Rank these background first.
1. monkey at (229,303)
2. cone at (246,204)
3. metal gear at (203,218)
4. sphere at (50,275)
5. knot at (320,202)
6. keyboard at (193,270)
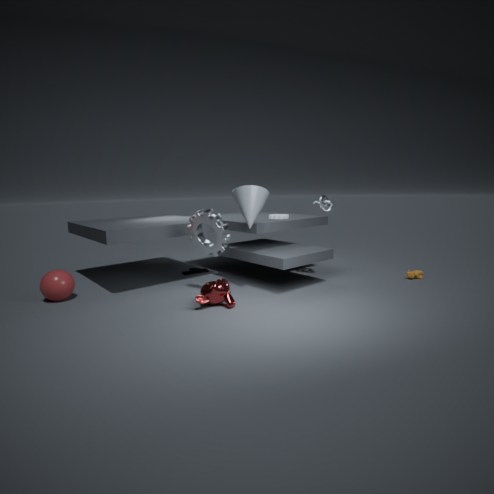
1. keyboard at (193,270)
2. knot at (320,202)
3. cone at (246,204)
4. sphere at (50,275)
5. metal gear at (203,218)
6. monkey at (229,303)
